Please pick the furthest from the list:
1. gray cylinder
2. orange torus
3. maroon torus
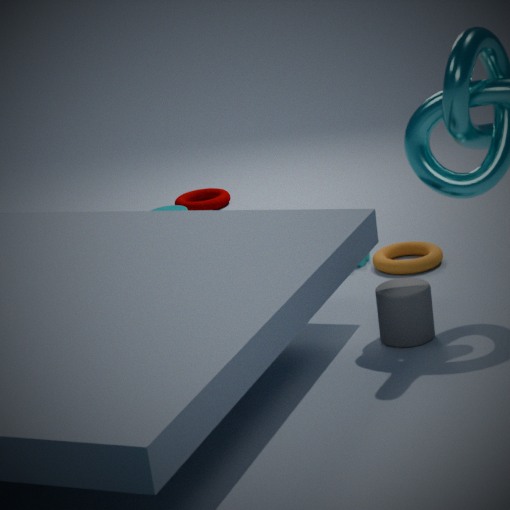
maroon torus
